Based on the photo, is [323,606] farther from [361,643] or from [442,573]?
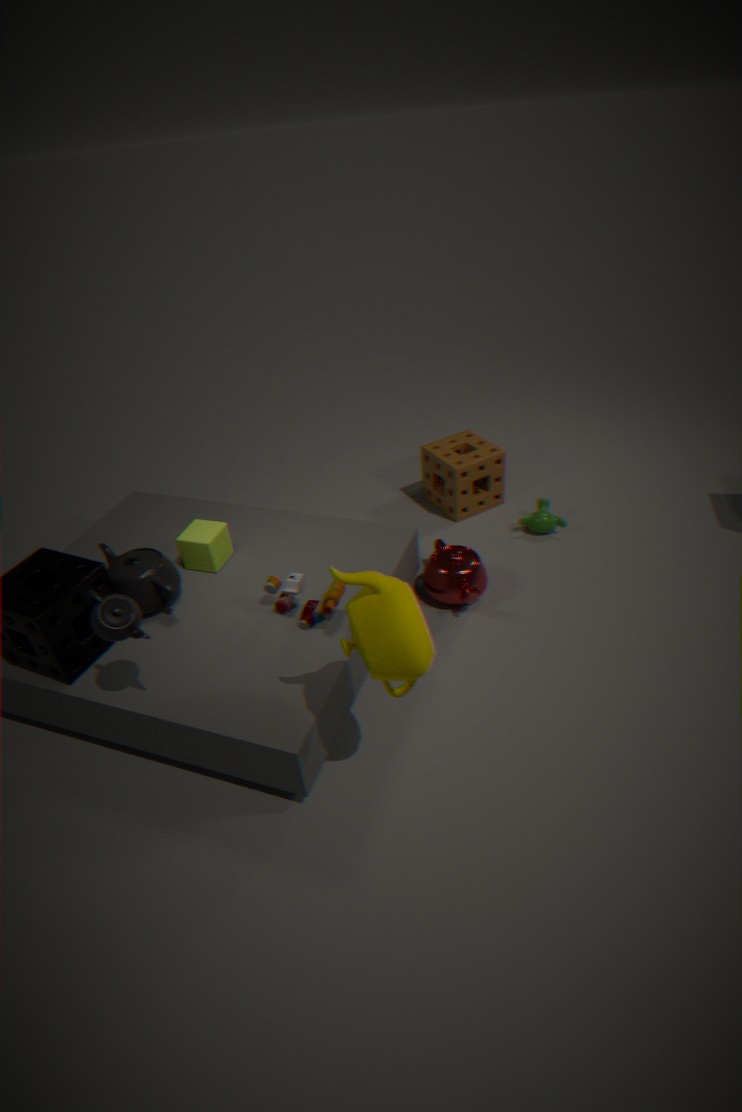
[442,573]
